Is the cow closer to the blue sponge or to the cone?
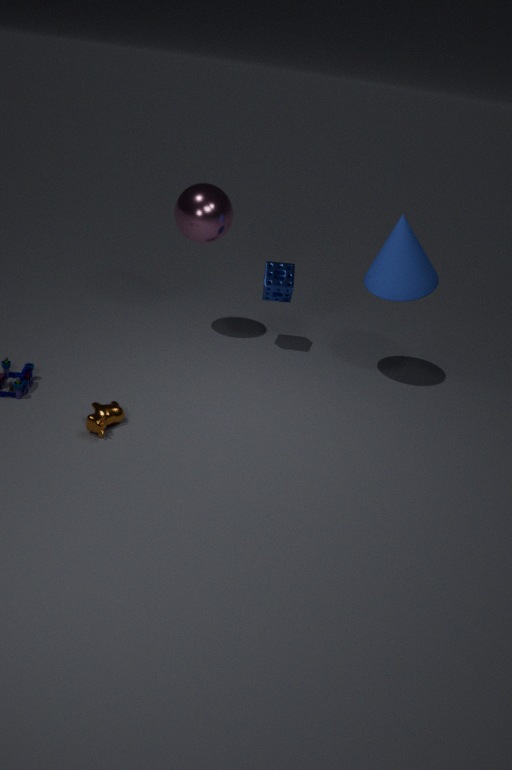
the blue sponge
